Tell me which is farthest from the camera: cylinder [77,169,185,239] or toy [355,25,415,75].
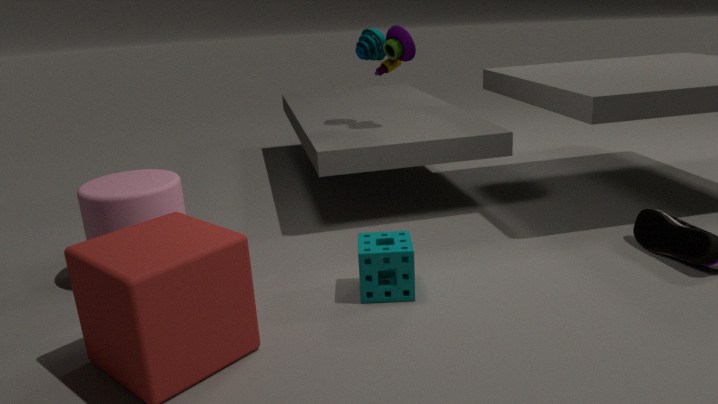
toy [355,25,415,75]
